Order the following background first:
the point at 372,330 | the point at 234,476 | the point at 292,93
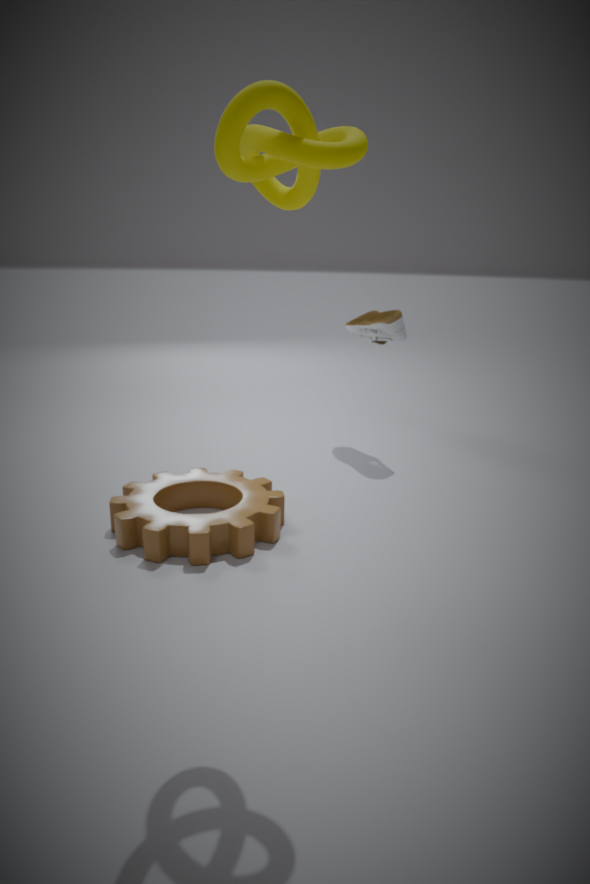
the point at 372,330
the point at 234,476
the point at 292,93
